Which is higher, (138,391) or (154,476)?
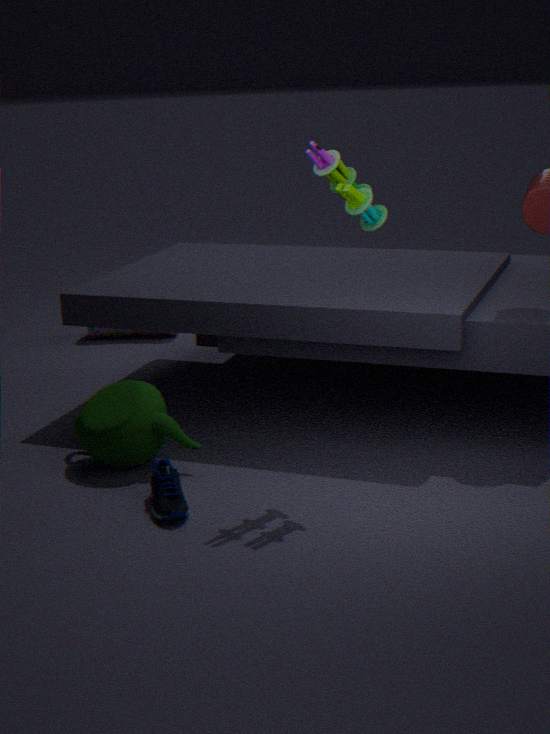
(138,391)
